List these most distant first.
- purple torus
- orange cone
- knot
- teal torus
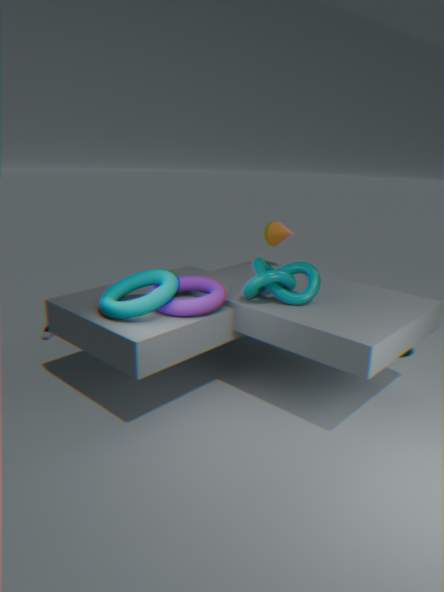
orange cone, knot, purple torus, teal torus
